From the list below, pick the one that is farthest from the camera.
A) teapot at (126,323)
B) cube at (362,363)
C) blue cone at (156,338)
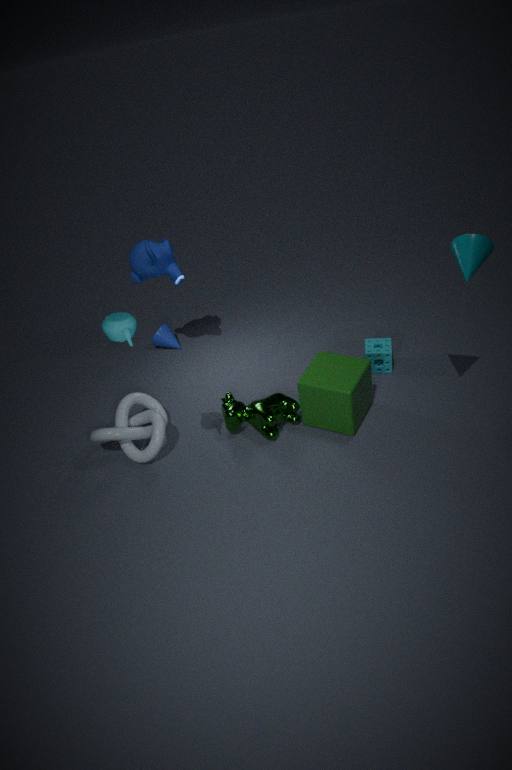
blue cone at (156,338)
